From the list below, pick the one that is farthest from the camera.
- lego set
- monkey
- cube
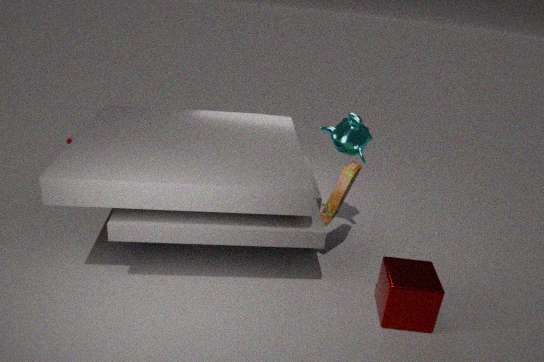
monkey
